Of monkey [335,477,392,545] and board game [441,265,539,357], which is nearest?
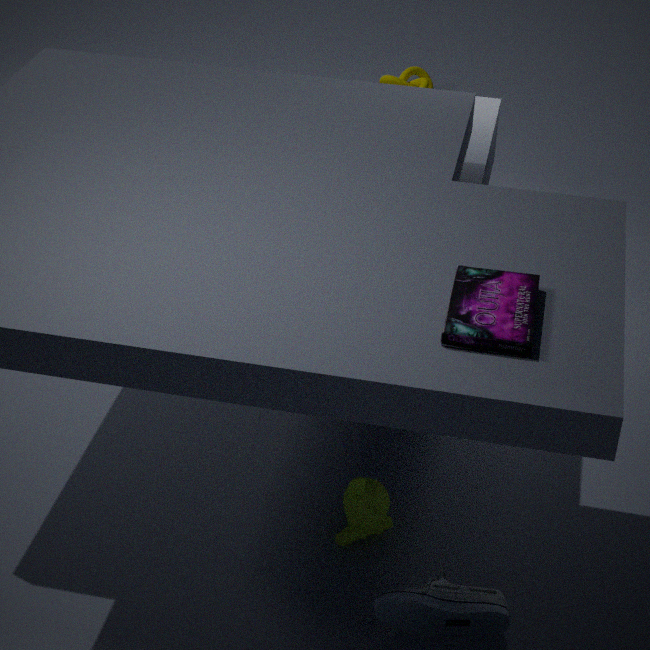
board game [441,265,539,357]
